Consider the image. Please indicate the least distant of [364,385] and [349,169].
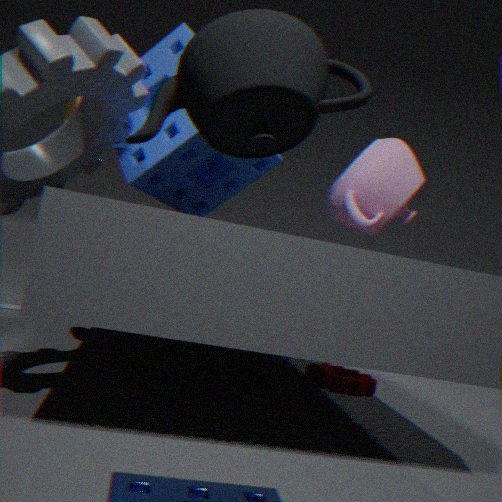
[349,169]
